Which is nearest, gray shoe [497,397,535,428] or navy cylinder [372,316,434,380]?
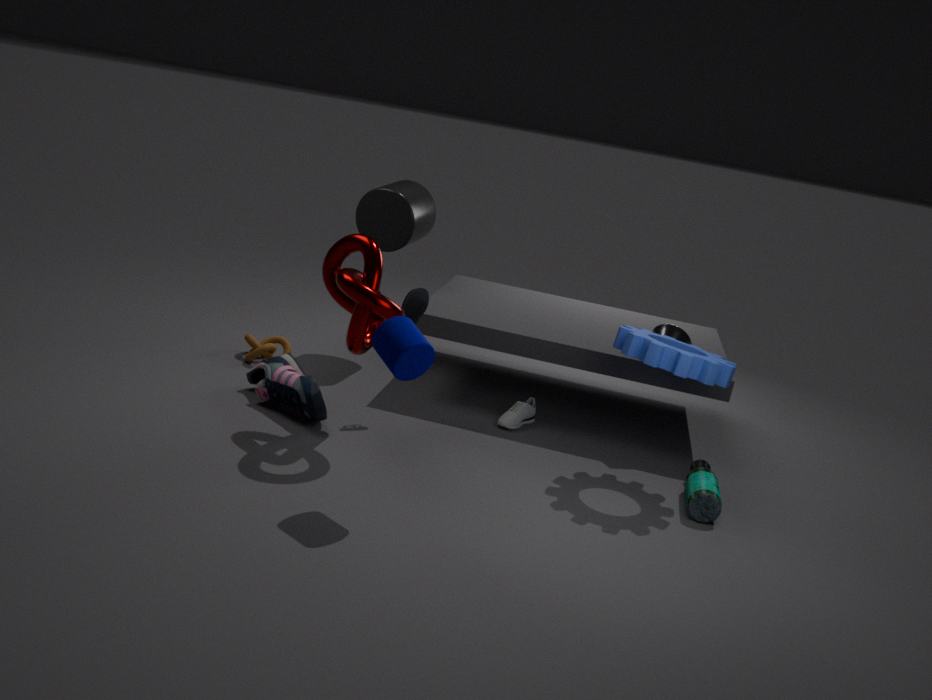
navy cylinder [372,316,434,380]
